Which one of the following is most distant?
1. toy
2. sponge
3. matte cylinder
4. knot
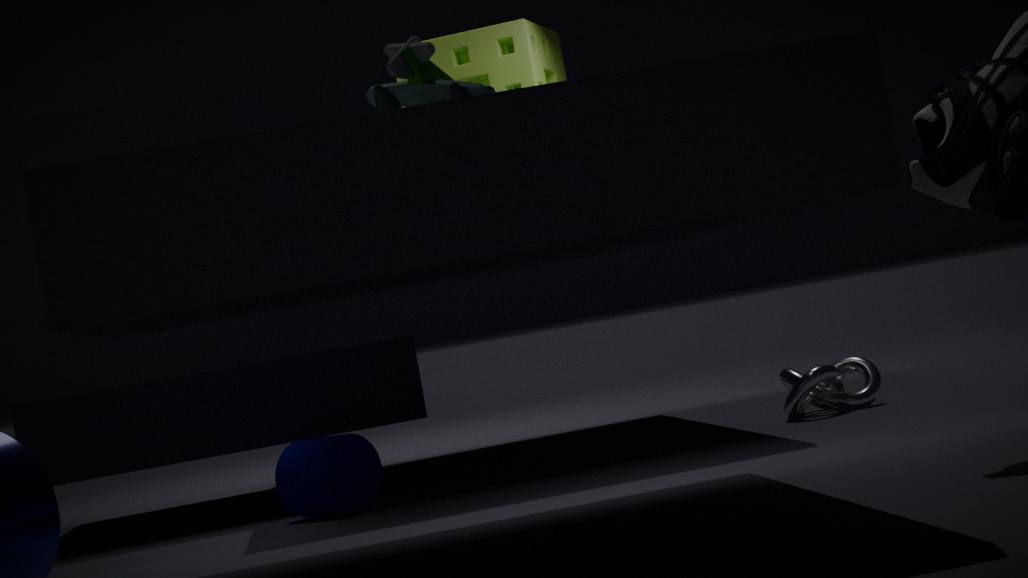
sponge
